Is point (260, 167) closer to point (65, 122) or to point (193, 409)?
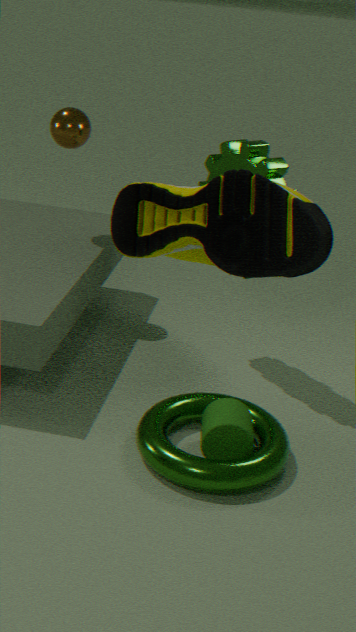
point (65, 122)
